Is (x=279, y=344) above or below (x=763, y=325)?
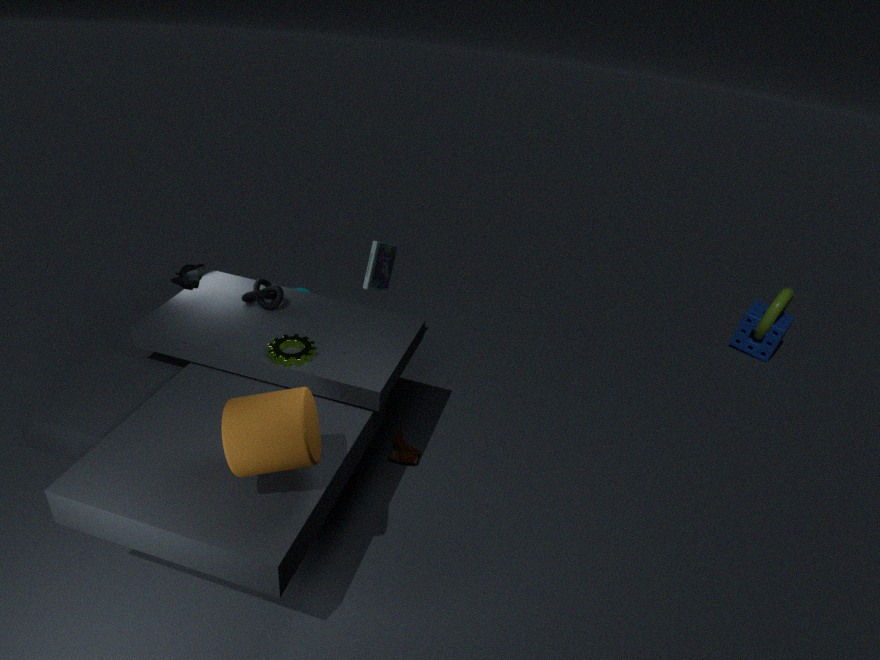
above
